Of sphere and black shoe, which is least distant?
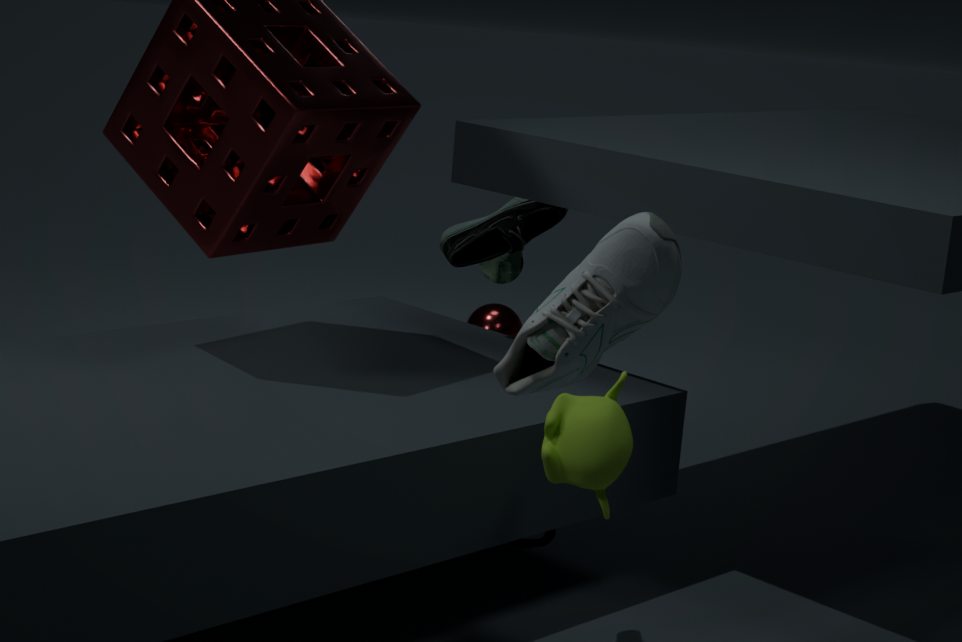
black shoe
